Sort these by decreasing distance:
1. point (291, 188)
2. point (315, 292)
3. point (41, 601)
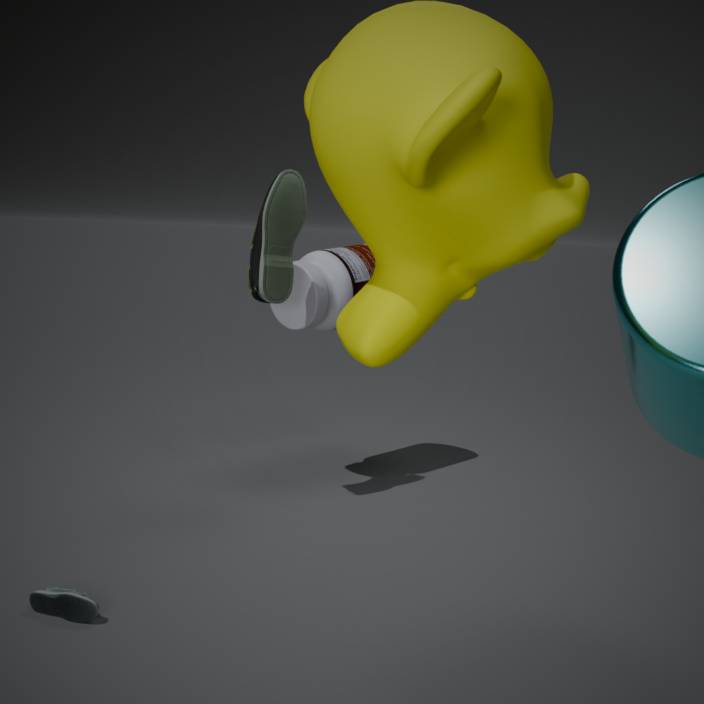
point (315, 292) → point (291, 188) → point (41, 601)
